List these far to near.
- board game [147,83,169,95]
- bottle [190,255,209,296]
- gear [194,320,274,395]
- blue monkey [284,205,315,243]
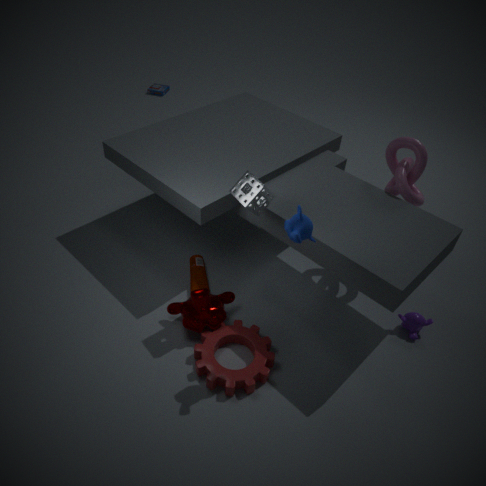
1. board game [147,83,169,95]
2. bottle [190,255,209,296]
3. gear [194,320,274,395]
4. blue monkey [284,205,315,243]
